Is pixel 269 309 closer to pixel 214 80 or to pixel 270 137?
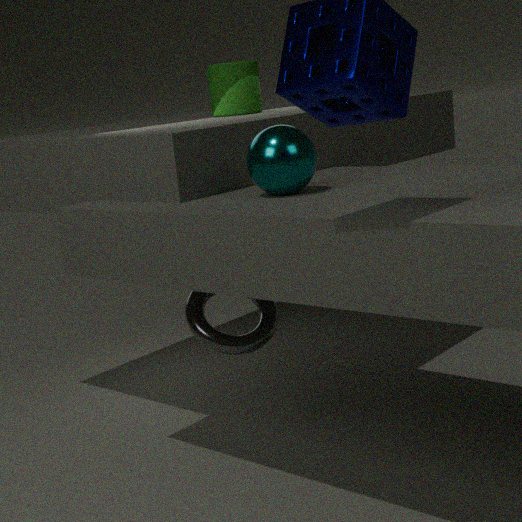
pixel 270 137
